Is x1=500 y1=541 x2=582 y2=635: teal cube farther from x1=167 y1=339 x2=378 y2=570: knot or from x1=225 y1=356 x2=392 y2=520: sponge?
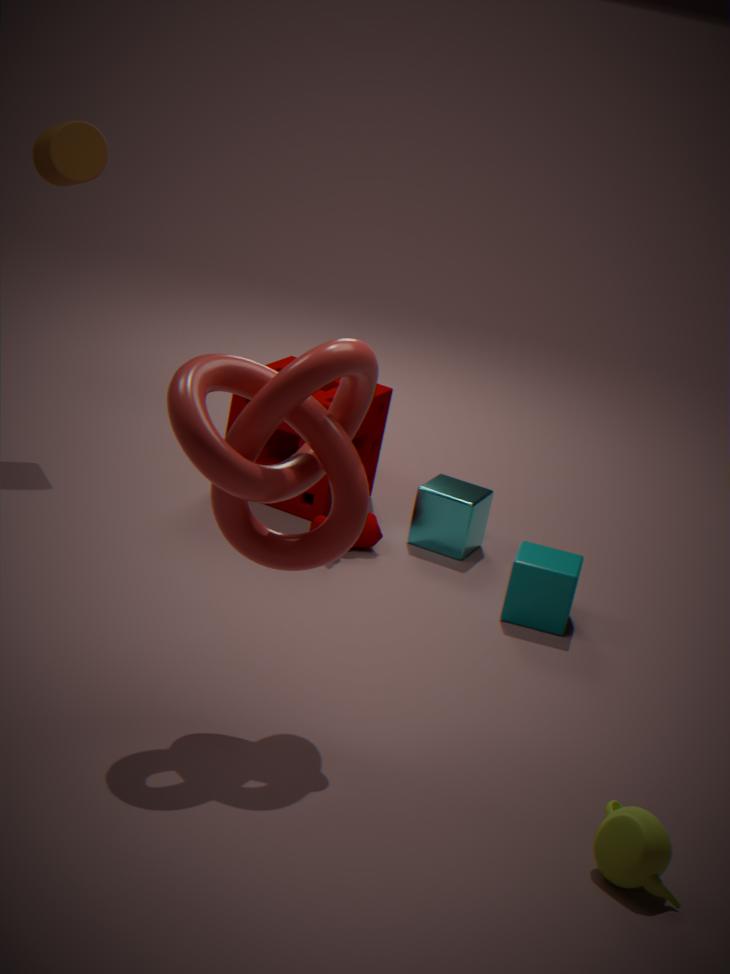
x1=167 y1=339 x2=378 y2=570: knot
